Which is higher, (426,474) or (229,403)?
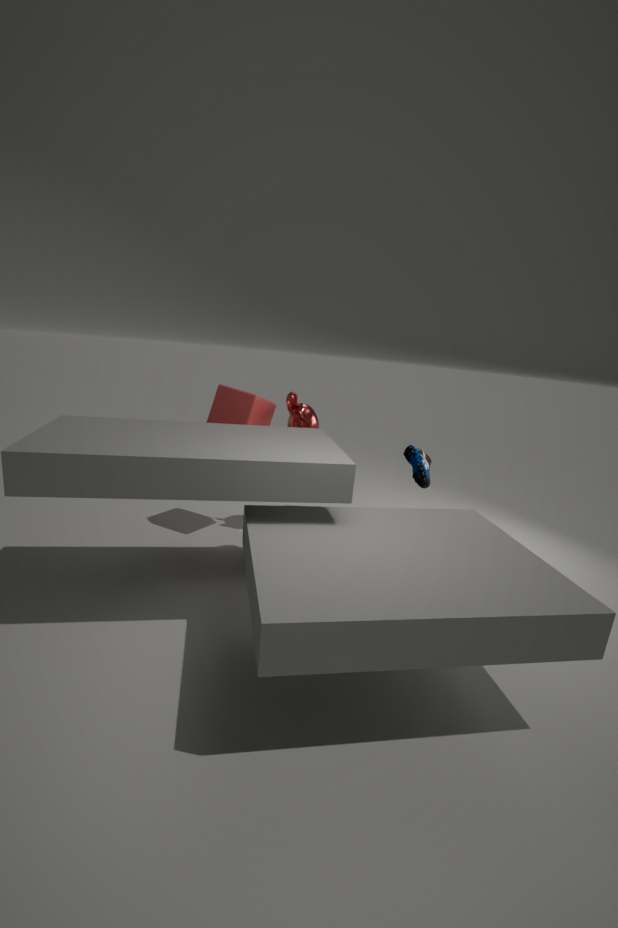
(229,403)
